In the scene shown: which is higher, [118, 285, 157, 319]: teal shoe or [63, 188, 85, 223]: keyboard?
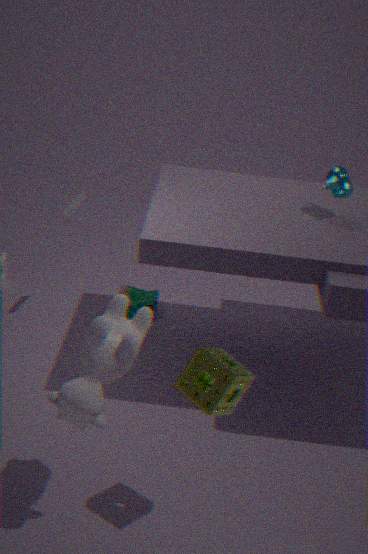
[63, 188, 85, 223]: keyboard
